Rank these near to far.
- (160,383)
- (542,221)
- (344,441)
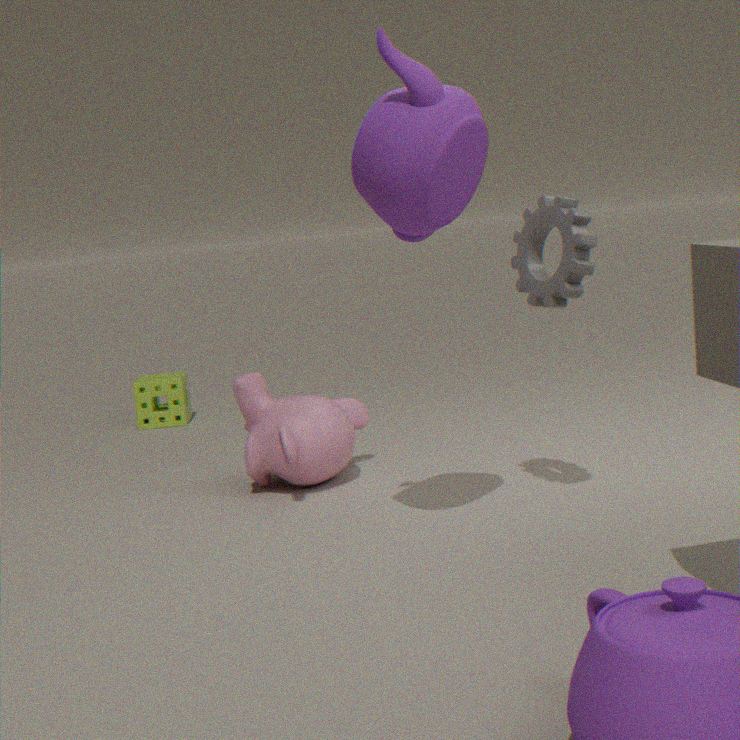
1. (542,221)
2. (344,441)
3. (160,383)
